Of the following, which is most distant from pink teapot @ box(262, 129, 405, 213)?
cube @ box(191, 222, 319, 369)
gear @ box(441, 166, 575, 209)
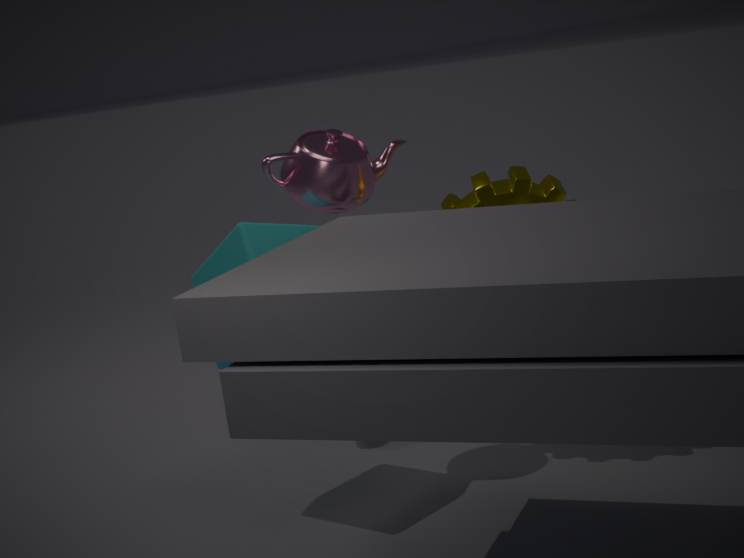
gear @ box(441, 166, 575, 209)
